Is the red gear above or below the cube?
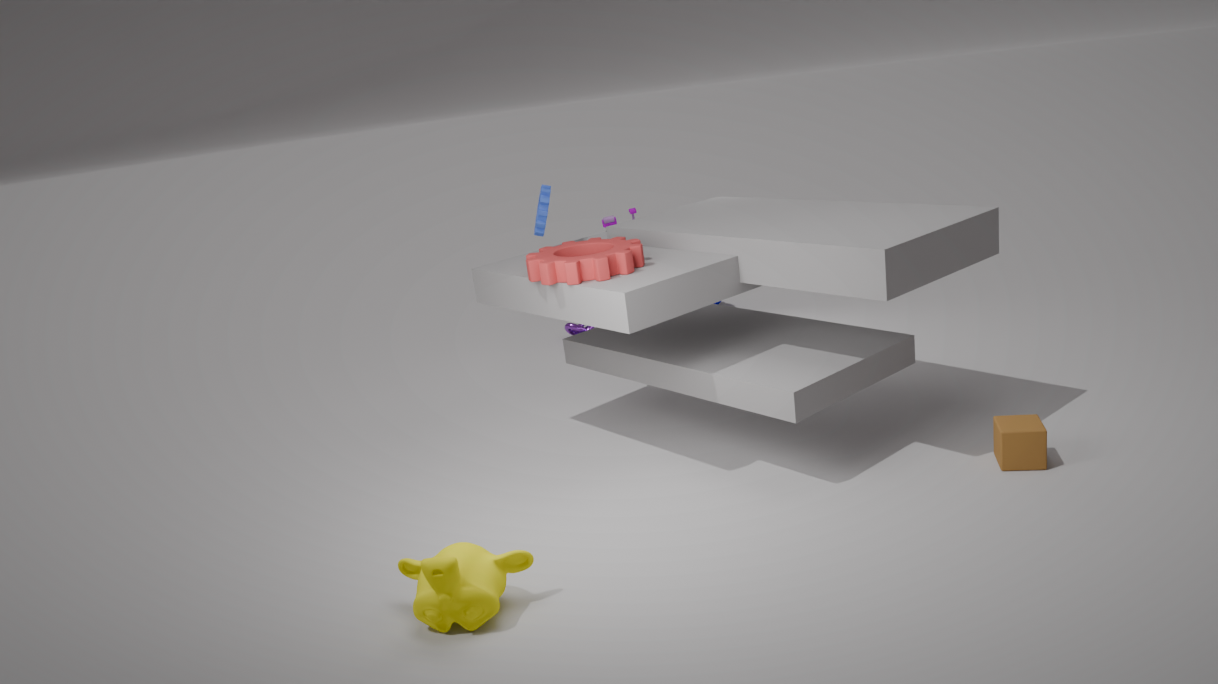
above
